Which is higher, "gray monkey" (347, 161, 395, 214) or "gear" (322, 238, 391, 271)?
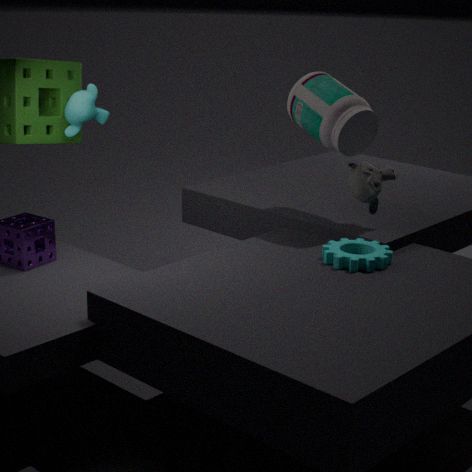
"gray monkey" (347, 161, 395, 214)
